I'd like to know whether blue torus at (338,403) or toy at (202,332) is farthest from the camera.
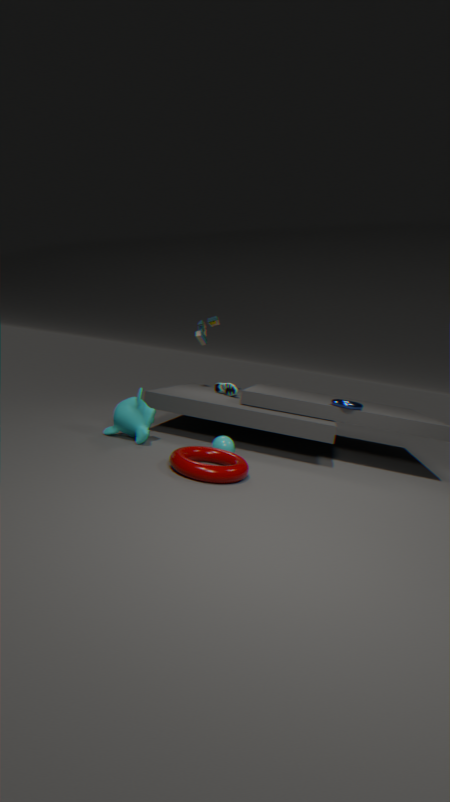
toy at (202,332)
